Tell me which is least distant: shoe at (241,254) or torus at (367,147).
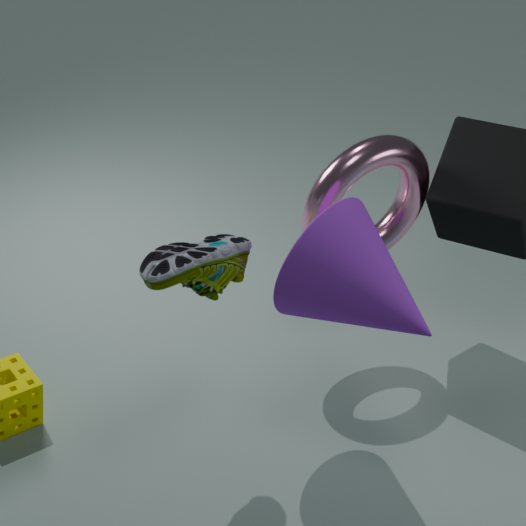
shoe at (241,254)
